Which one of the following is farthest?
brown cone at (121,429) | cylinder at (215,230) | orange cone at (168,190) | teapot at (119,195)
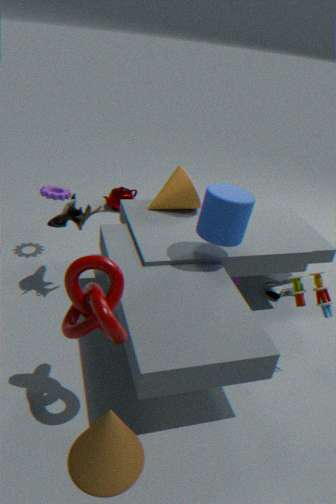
teapot at (119,195)
